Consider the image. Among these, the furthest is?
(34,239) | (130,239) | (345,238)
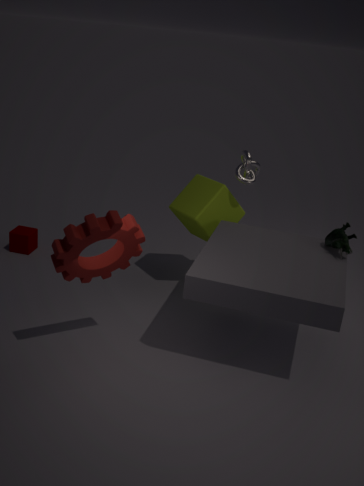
(34,239)
